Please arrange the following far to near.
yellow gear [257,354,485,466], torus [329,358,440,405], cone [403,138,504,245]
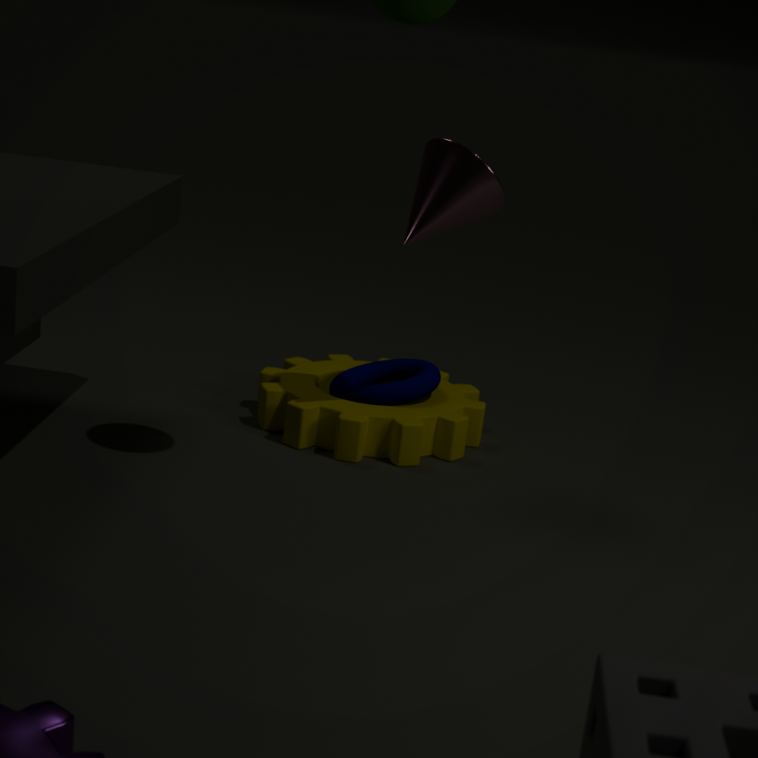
1. torus [329,358,440,405]
2. yellow gear [257,354,485,466]
3. cone [403,138,504,245]
